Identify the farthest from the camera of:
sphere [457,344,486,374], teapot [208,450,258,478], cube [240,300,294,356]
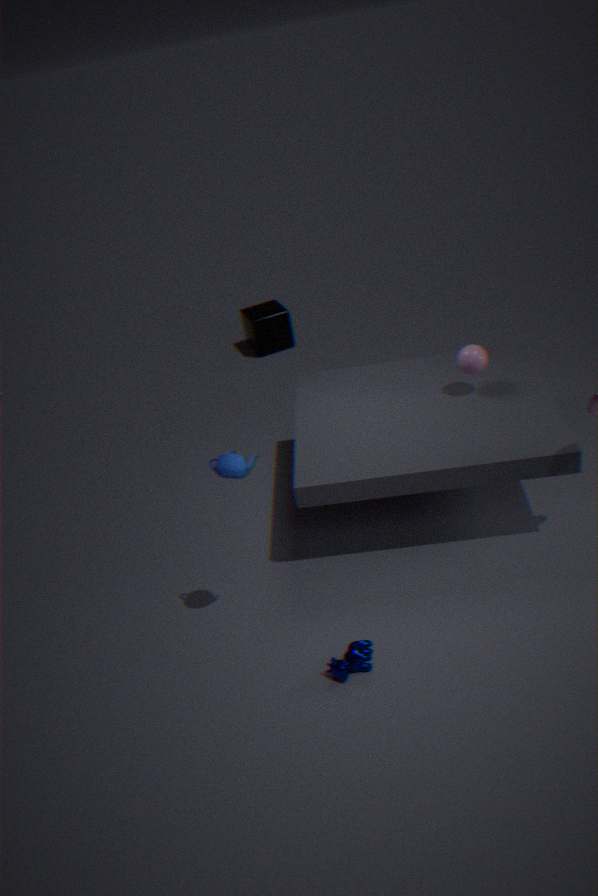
cube [240,300,294,356]
